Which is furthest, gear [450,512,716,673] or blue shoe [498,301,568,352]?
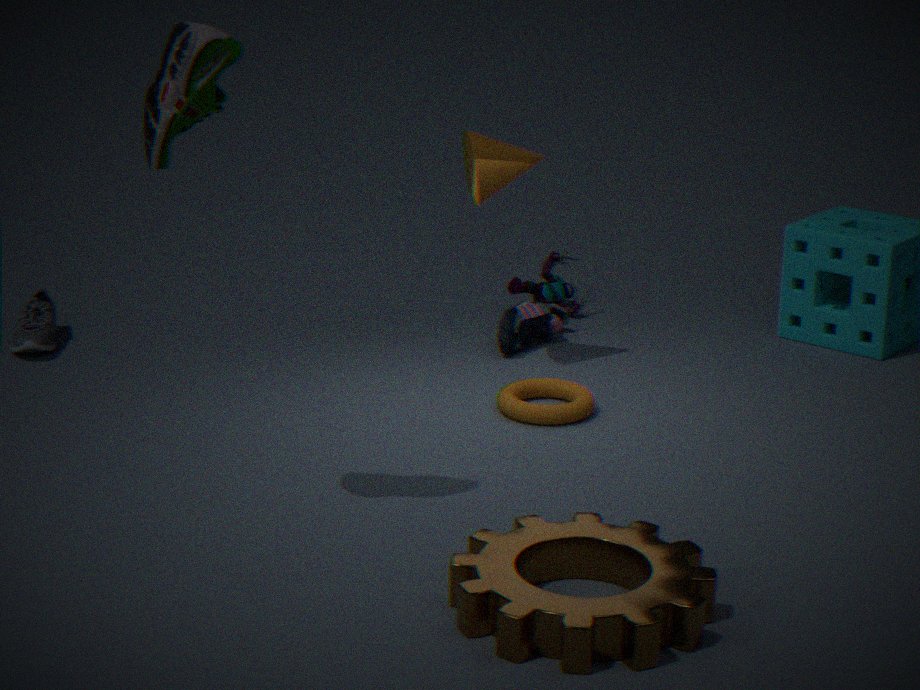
blue shoe [498,301,568,352]
